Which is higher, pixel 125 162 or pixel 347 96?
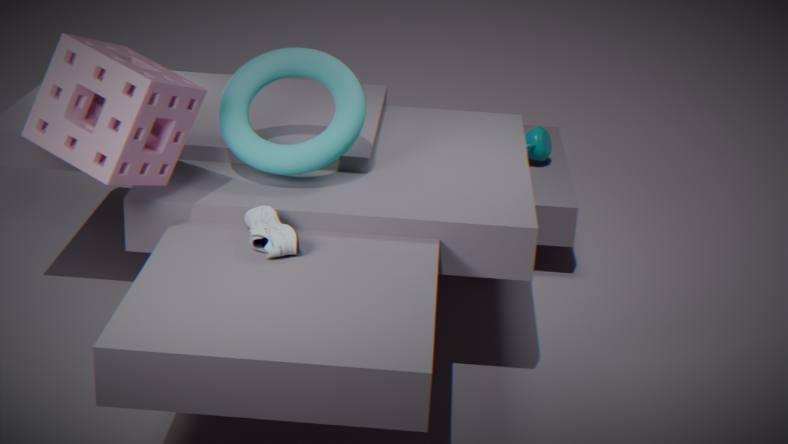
pixel 125 162
